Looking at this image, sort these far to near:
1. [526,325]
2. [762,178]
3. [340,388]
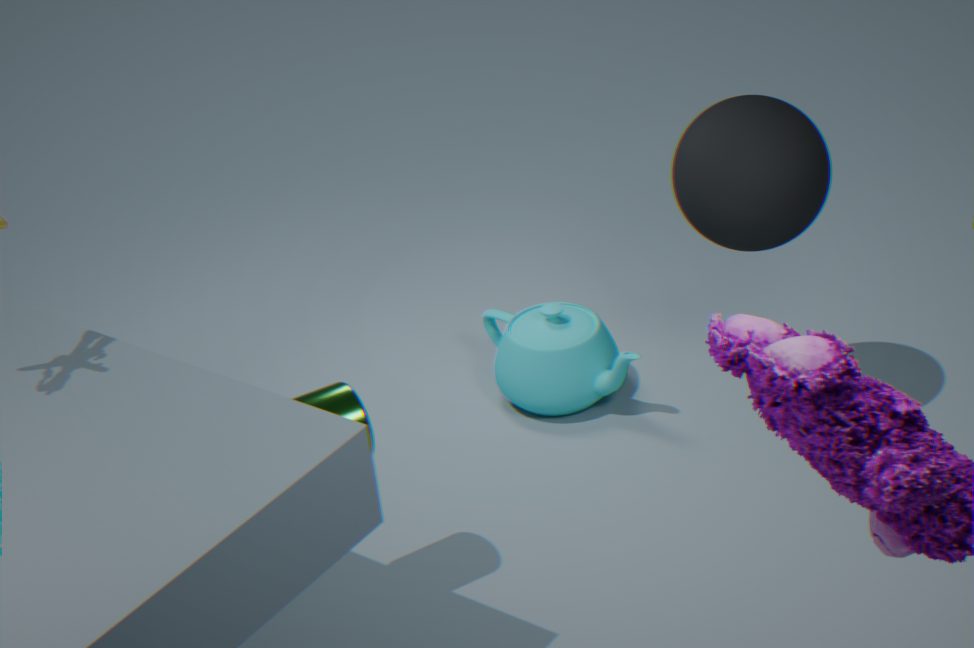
[526,325], [762,178], [340,388]
